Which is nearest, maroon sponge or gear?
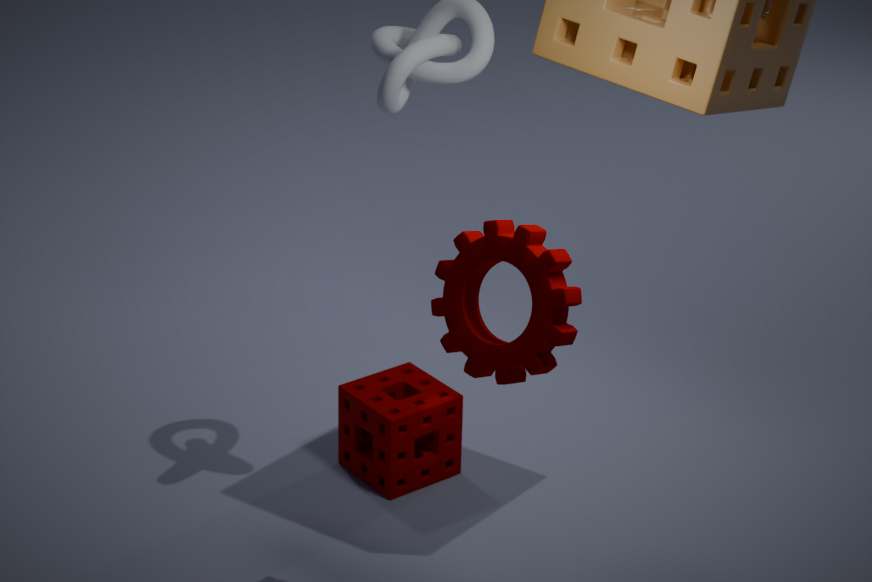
gear
